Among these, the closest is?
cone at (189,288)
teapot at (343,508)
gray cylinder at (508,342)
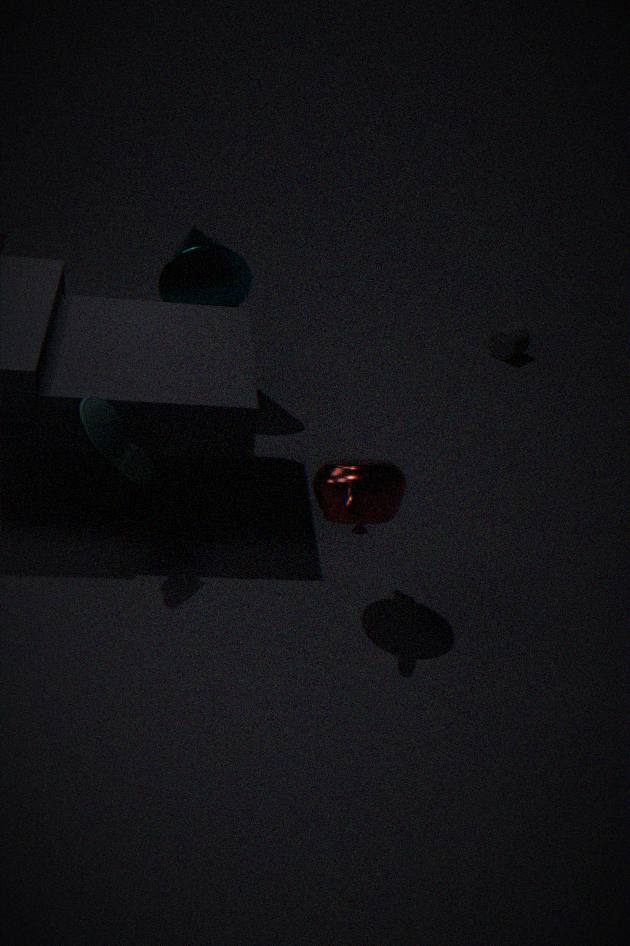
teapot at (343,508)
